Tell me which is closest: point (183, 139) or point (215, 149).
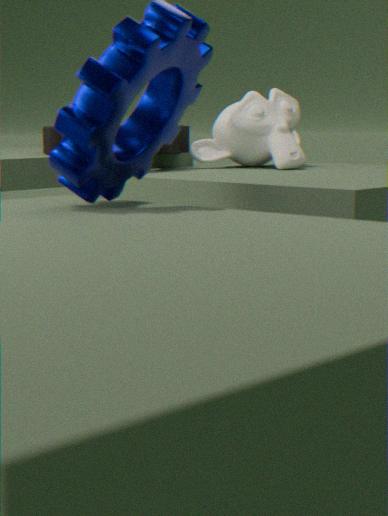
point (183, 139)
